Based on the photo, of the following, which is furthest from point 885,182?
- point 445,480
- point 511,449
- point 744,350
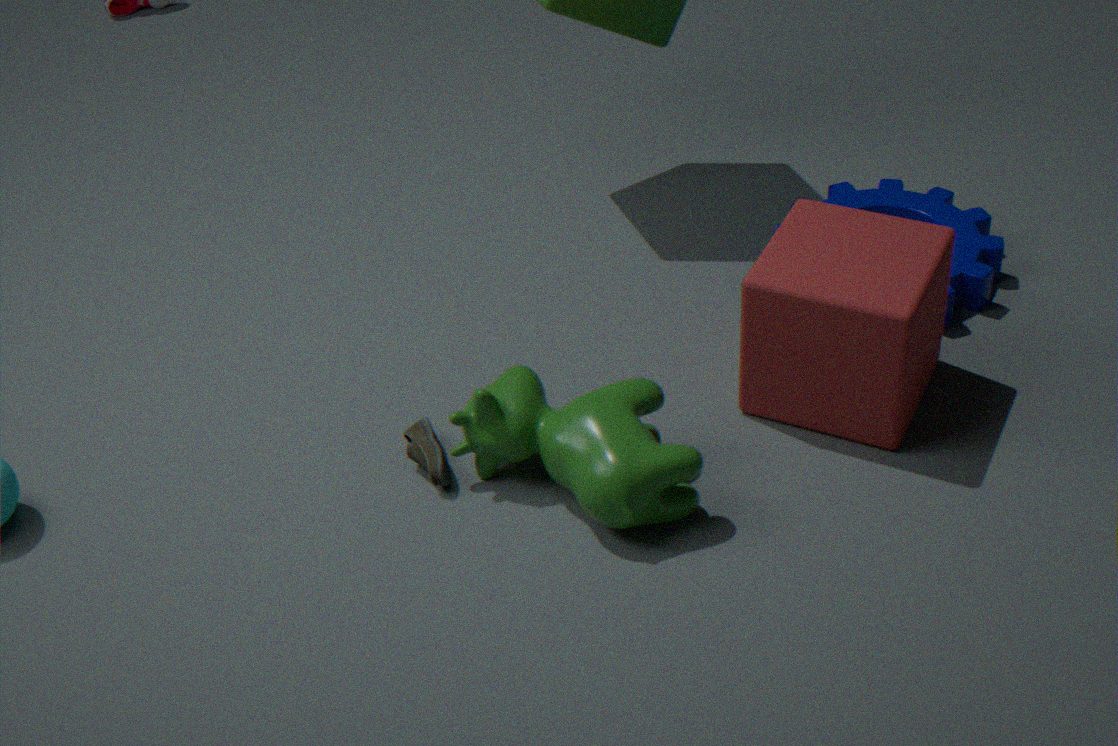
point 445,480
